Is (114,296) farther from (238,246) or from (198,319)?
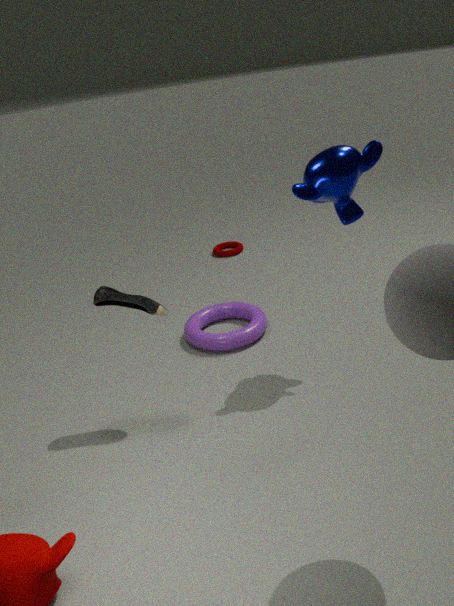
Answer: (238,246)
